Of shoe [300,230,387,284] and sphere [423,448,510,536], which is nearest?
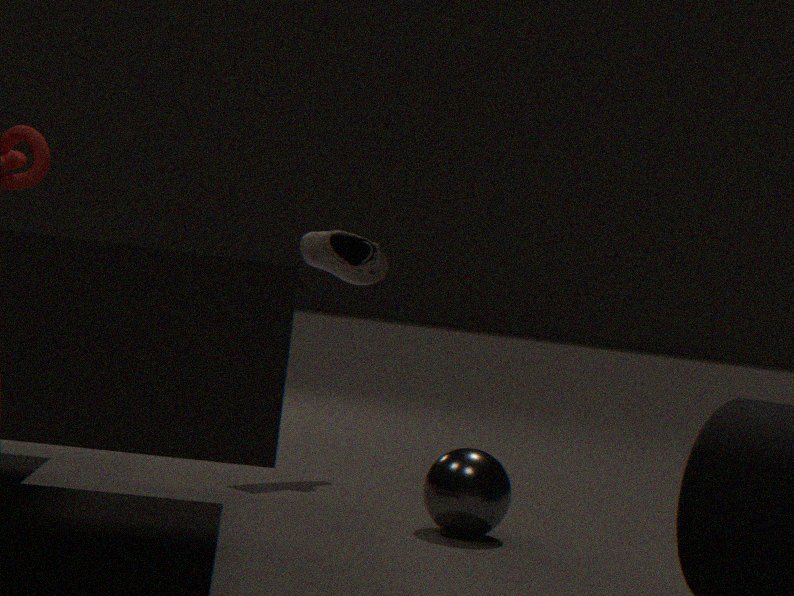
sphere [423,448,510,536]
